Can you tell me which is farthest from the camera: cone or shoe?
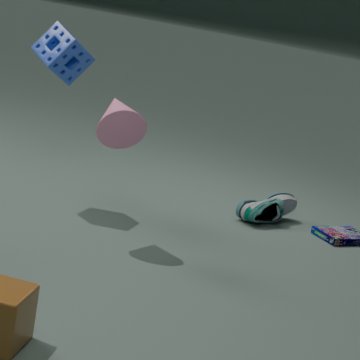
shoe
